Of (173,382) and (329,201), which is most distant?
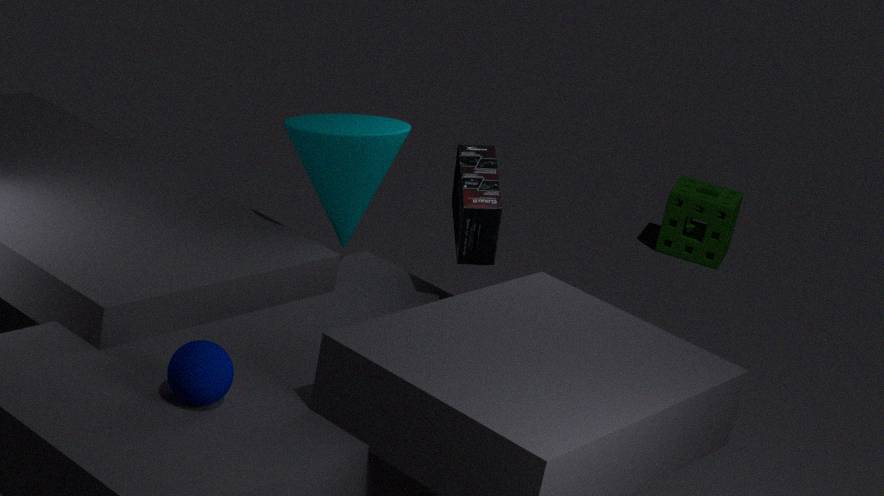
(329,201)
